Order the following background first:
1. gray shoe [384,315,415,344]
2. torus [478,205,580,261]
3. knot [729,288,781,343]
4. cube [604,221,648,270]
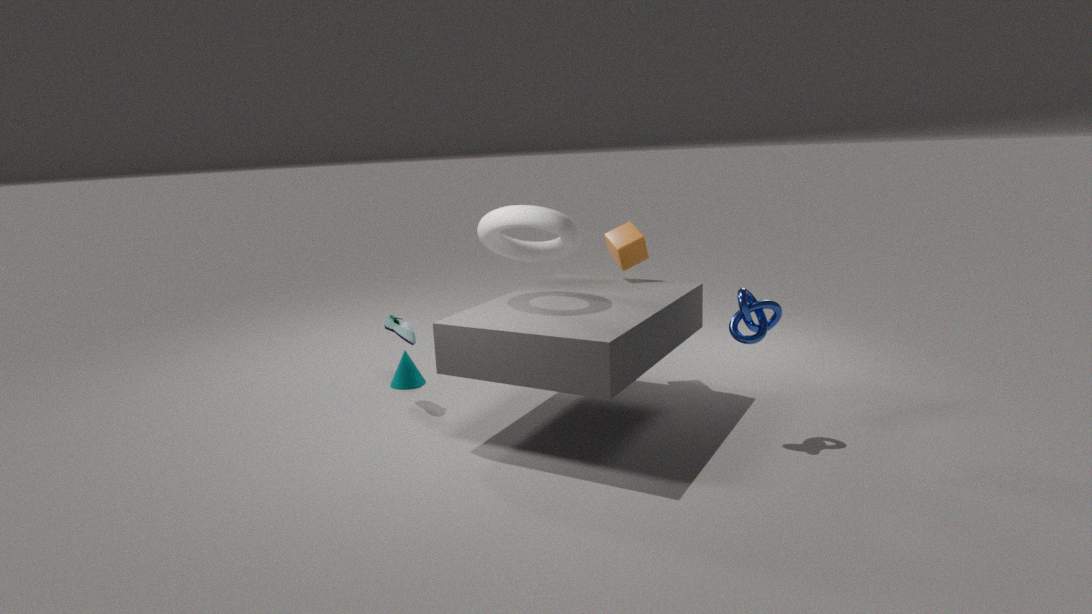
1. cube [604,221,648,270]
2. gray shoe [384,315,415,344]
3. torus [478,205,580,261]
4. knot [729,288,781,343]
